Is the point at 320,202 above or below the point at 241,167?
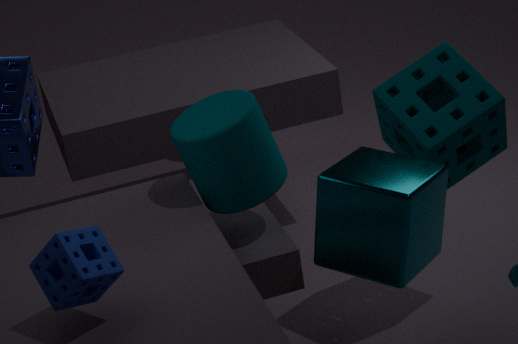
below
